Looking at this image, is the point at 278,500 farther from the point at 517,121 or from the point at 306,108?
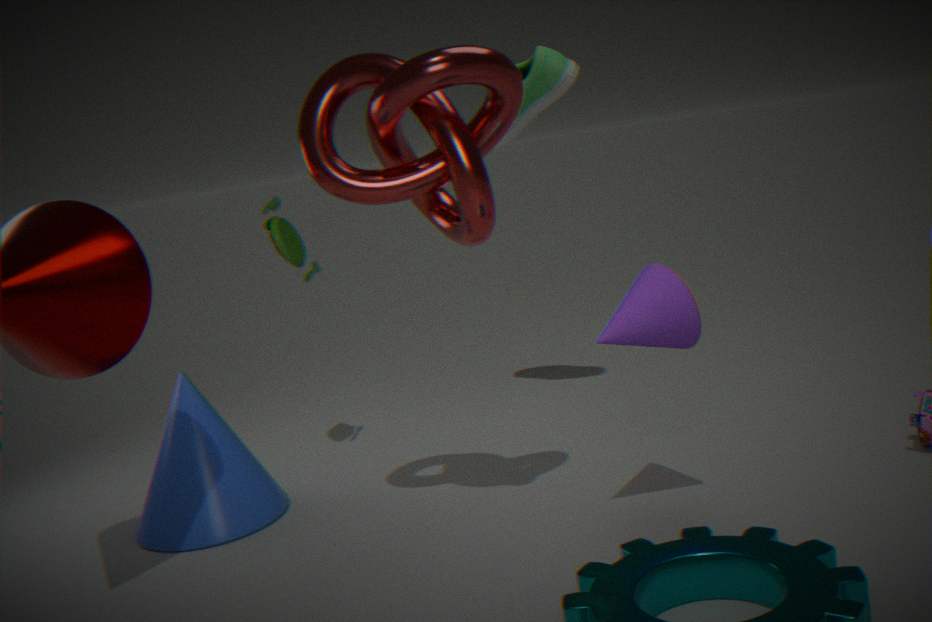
the point at 517,121
